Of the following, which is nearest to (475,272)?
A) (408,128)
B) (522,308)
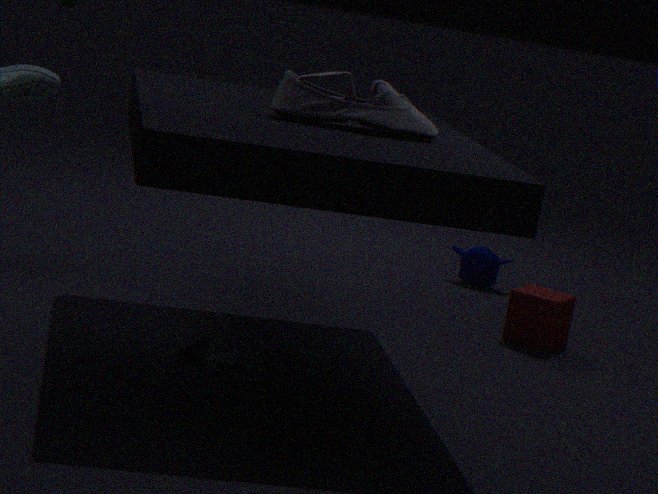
(522,308)
